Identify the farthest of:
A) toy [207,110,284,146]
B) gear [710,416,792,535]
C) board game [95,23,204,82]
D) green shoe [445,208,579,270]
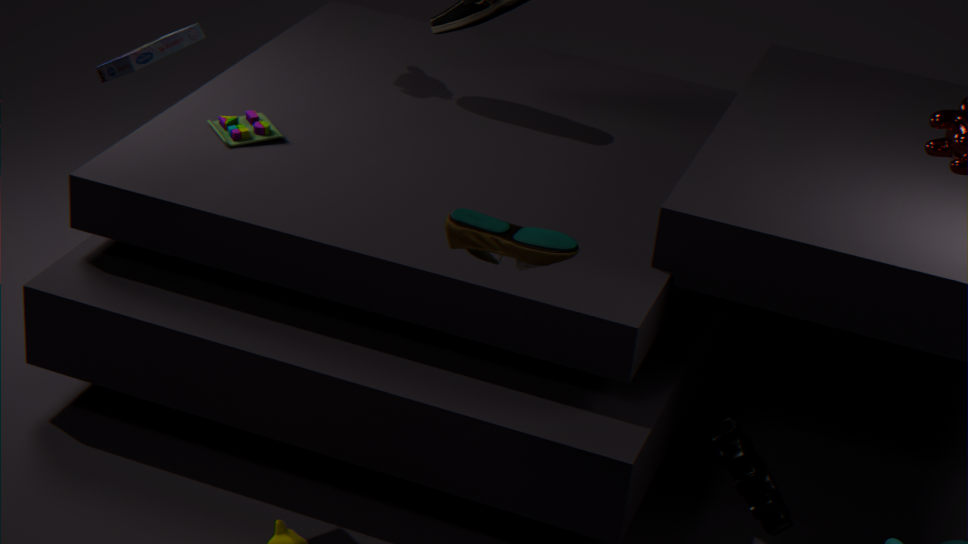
toy [207,110,284,146]
